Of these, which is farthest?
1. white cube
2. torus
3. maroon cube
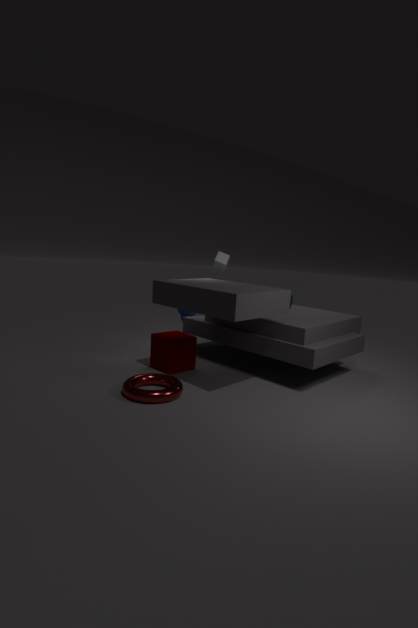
white cube
